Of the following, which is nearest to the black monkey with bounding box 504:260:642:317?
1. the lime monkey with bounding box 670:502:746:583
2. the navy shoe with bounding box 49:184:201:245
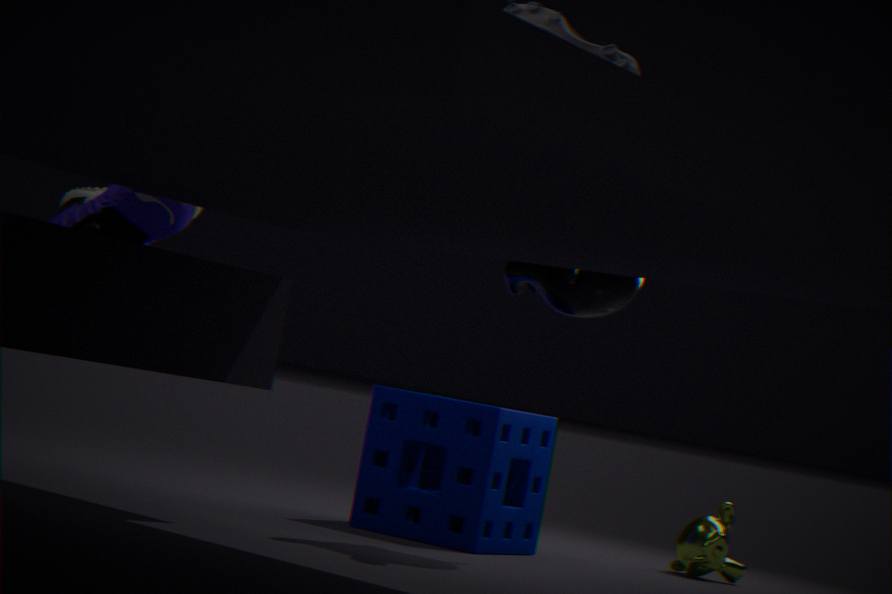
the navy shoe with bounding box 49:184:201:245
